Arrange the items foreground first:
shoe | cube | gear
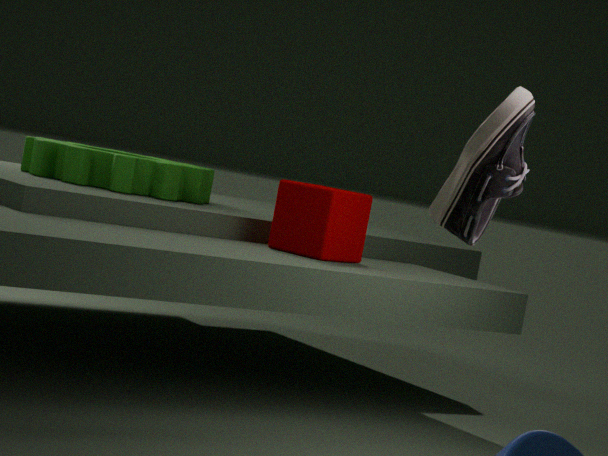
shoe < cube < gear
